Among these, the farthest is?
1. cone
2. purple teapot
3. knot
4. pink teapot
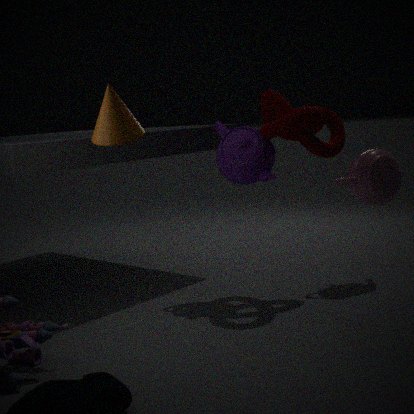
pink teapot
